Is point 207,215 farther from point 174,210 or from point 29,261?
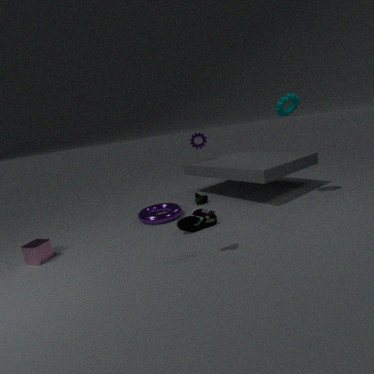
point 29,261
